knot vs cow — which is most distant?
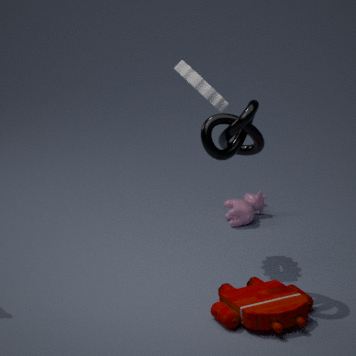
cow
